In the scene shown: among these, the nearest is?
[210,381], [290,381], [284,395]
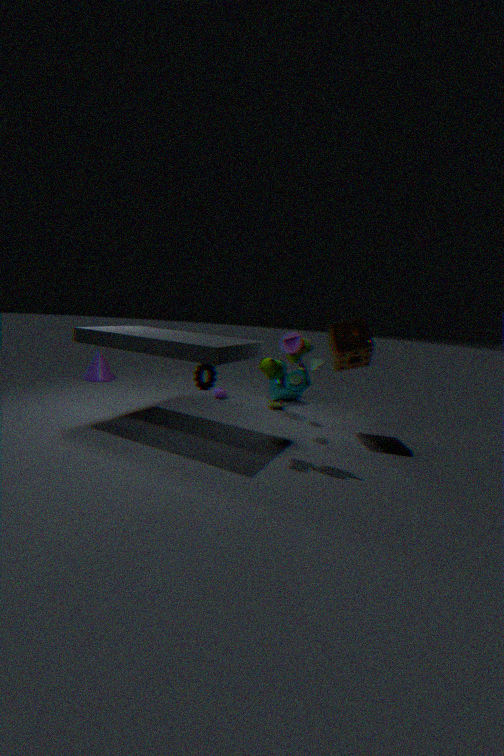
[290,381]
